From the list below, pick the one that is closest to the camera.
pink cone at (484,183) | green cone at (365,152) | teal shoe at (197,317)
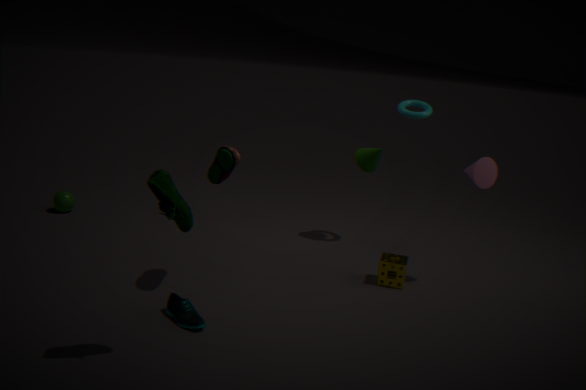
teal shoe at (197,317)
